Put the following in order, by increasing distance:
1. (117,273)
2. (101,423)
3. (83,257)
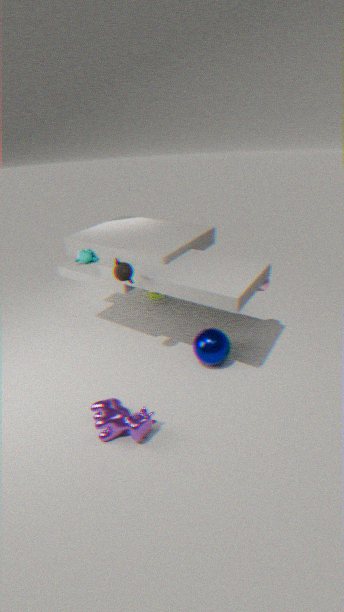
(101,423), (117,273), (83,257)
